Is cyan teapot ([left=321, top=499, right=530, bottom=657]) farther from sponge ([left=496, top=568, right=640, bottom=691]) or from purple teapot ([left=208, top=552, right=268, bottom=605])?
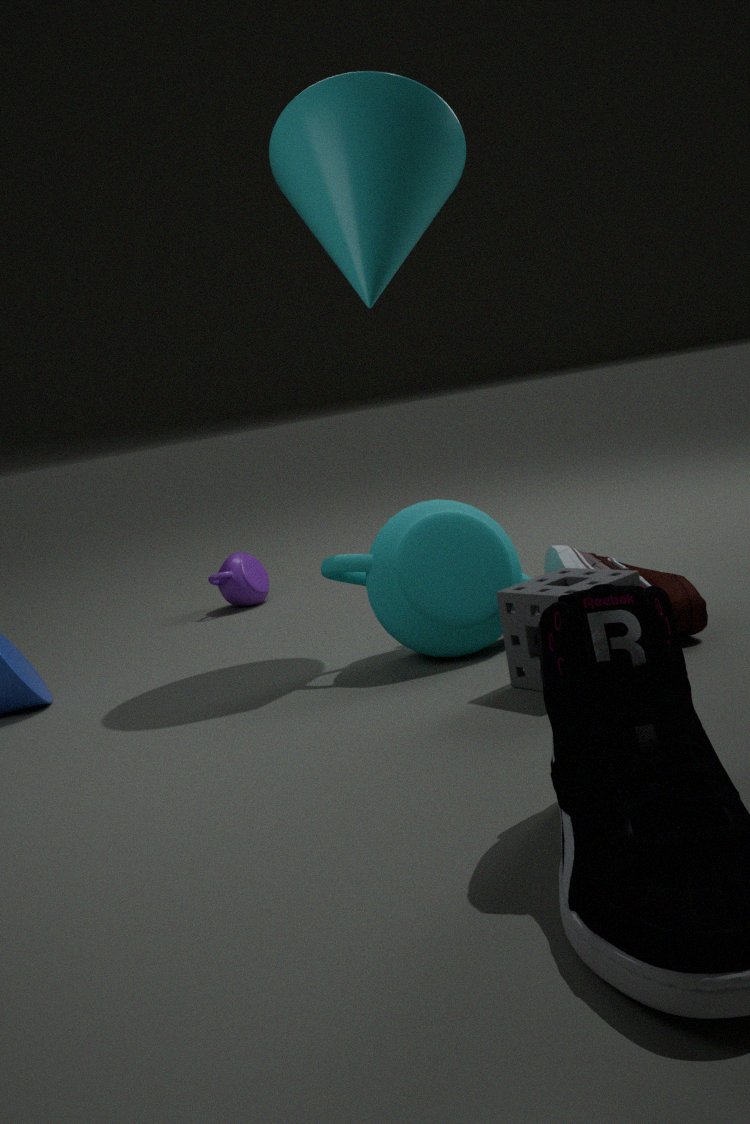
purple teapot ([left=208, top=552, right=268, bottom=605])
